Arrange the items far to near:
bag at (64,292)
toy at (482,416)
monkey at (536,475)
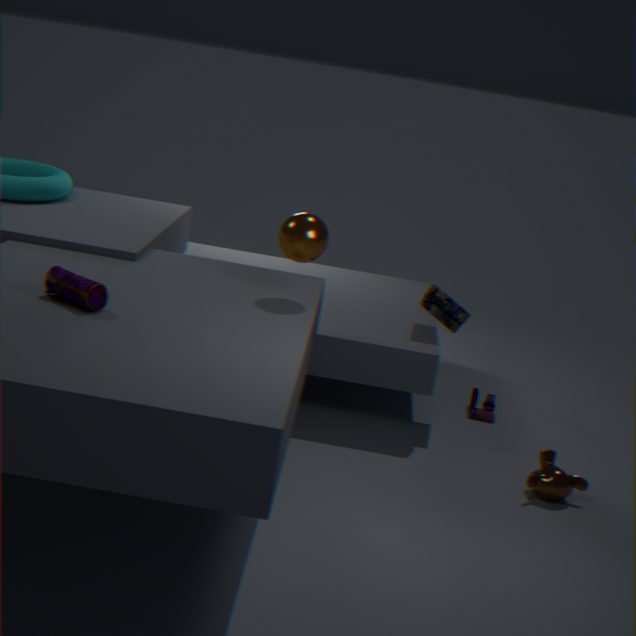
toy at (482,416), monkey at (536,475), bag at (64,292)
